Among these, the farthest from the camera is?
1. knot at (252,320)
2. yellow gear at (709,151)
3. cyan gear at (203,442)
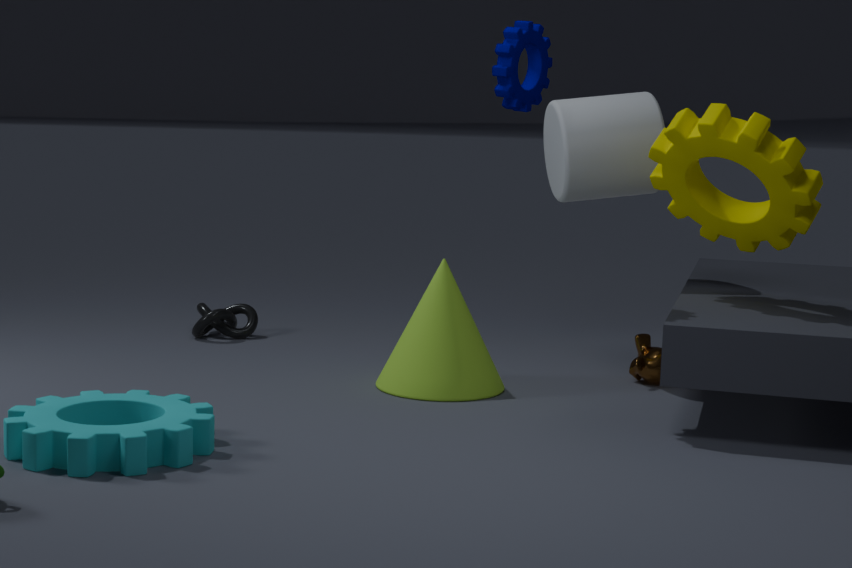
knot at (252,320)
